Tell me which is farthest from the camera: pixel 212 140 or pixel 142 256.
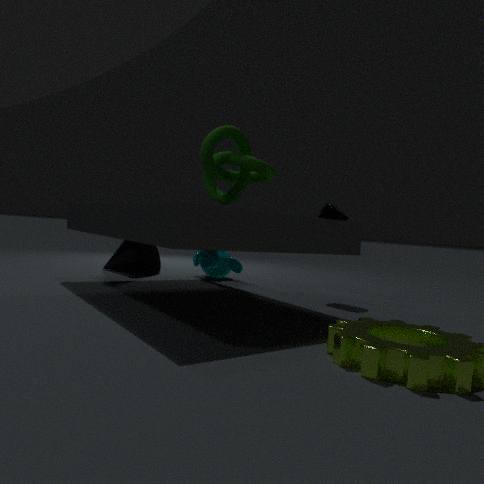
pixel 142 256
